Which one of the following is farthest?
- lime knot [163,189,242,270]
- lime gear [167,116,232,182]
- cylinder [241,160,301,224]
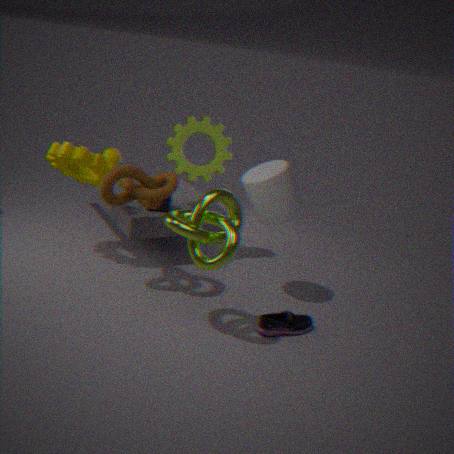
lime gear [167,116,232,182]
